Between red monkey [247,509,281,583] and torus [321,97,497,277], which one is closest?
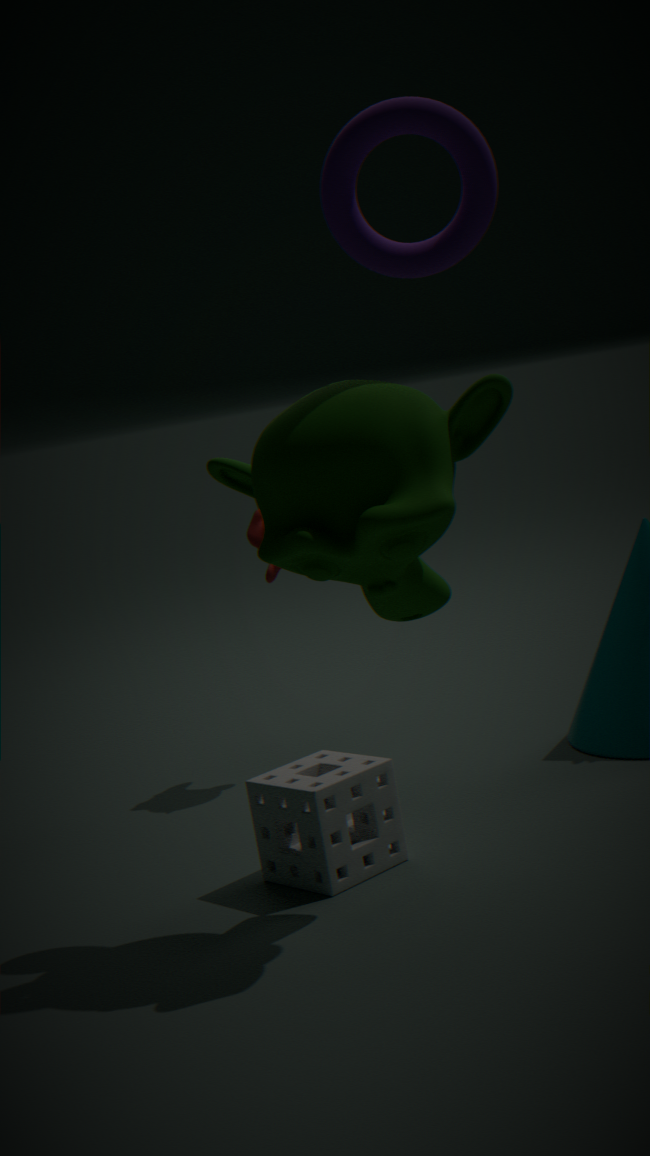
torus [321,97,497,277]
